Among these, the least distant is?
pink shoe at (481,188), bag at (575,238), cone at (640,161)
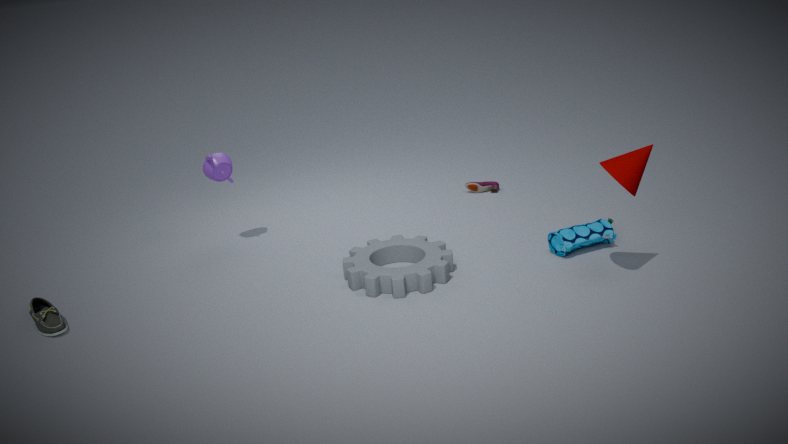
cone at (640,161)
